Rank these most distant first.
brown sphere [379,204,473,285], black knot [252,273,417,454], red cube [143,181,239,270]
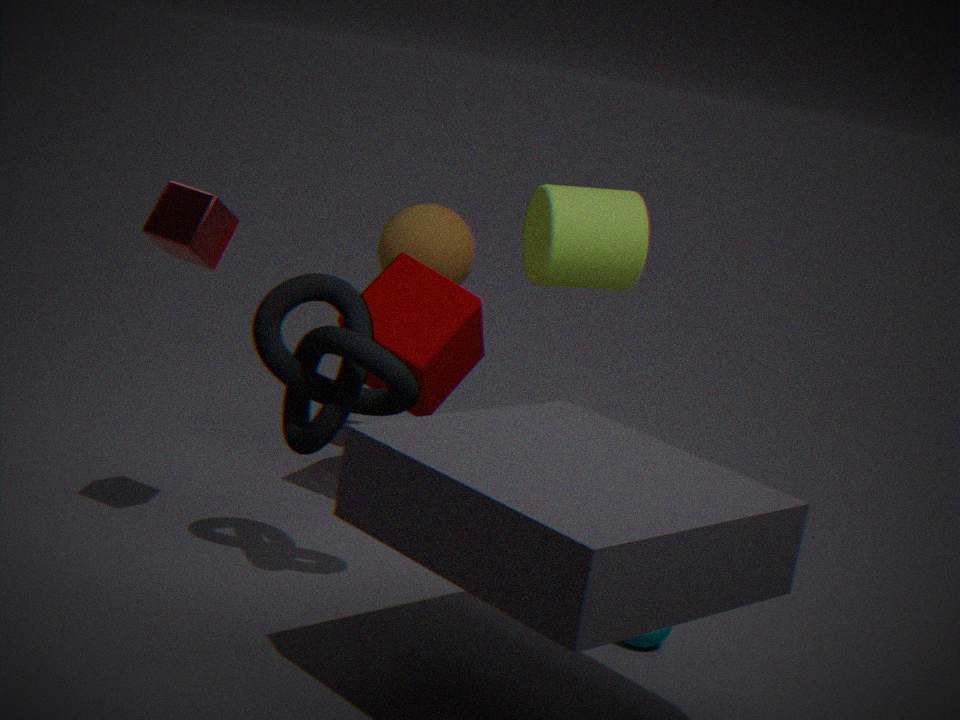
brown sphere [379,204,473,285] < red cube [143,181,239,270] < black knot [252,273,417,454]
